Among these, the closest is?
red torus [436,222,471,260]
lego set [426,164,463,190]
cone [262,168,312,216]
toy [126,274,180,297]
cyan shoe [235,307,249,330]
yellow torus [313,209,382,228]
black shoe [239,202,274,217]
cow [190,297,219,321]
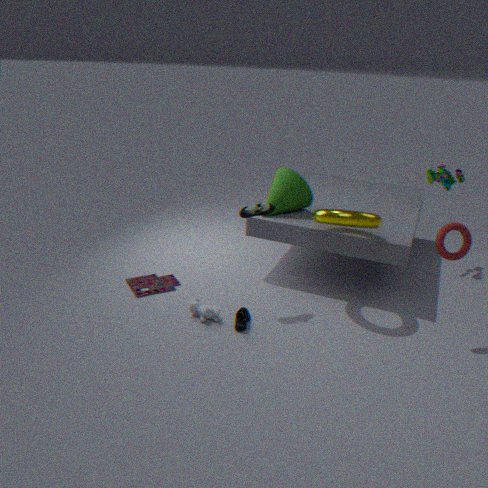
red torus [436,222,471,260]
